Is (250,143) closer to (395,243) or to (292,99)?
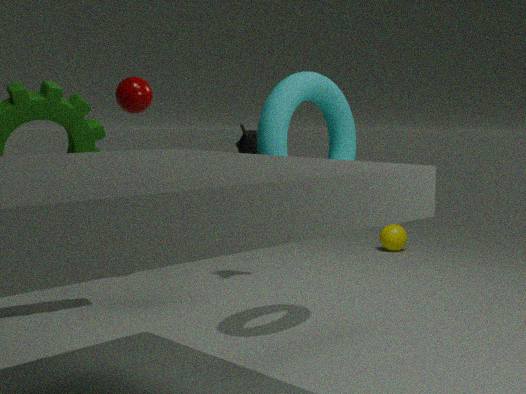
(292,99)
